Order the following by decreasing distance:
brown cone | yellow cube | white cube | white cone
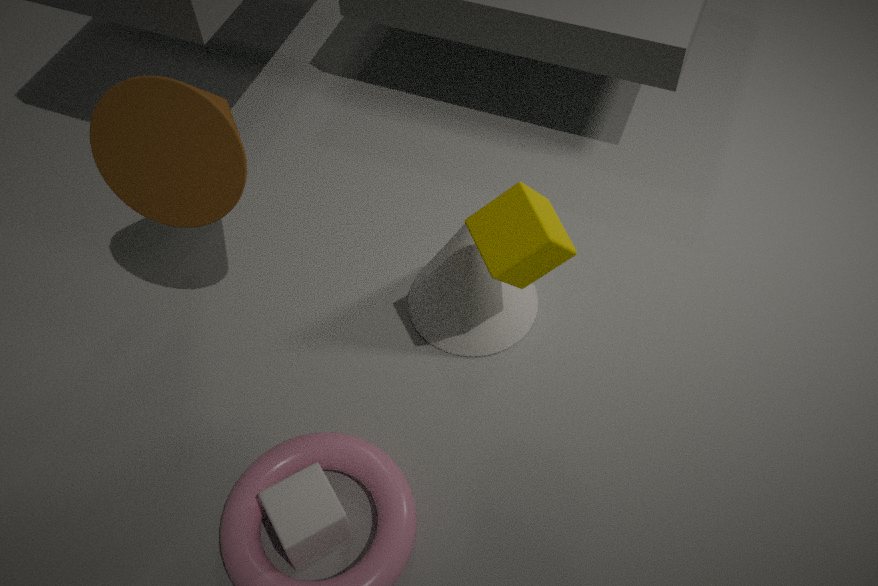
white cone, white cube, brown cone, yellow cube
